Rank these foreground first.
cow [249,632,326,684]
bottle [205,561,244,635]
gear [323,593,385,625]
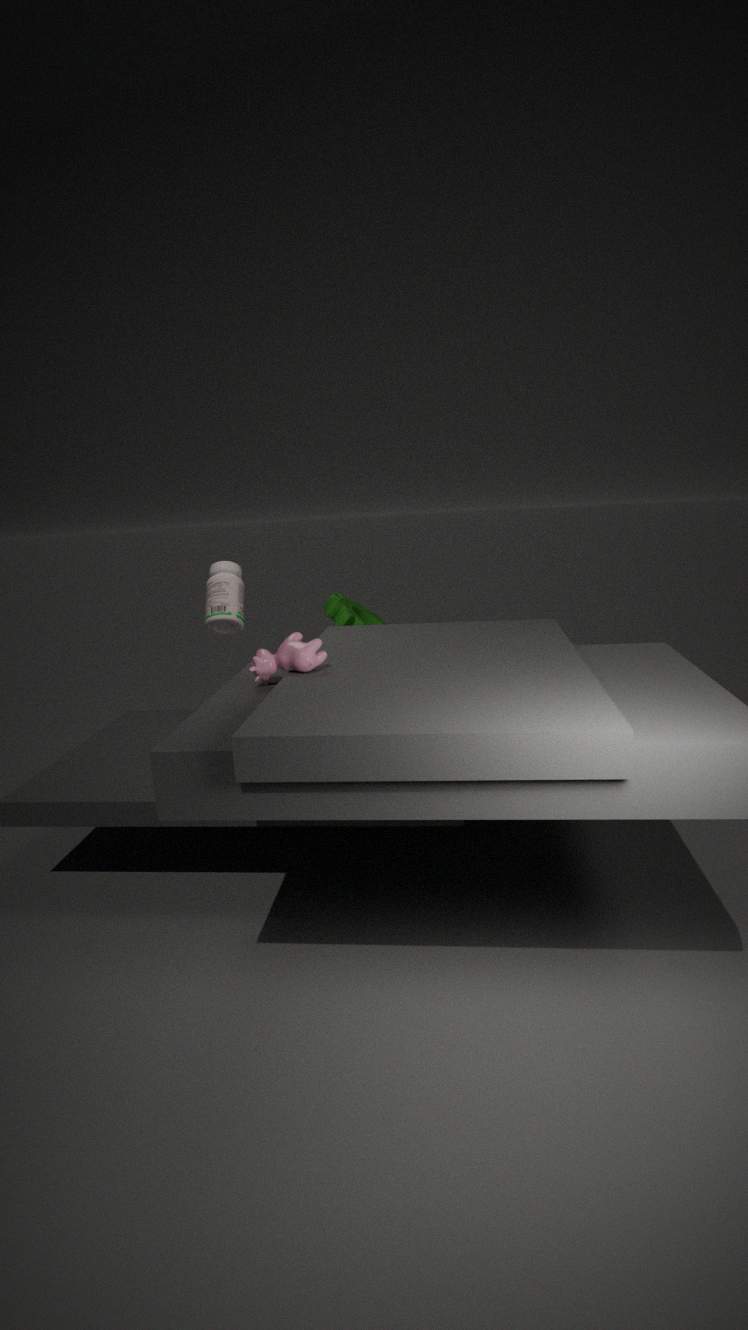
cow [249,632,326,684]
bottle [205,561,244,635]
gear [323,593,385,625]
